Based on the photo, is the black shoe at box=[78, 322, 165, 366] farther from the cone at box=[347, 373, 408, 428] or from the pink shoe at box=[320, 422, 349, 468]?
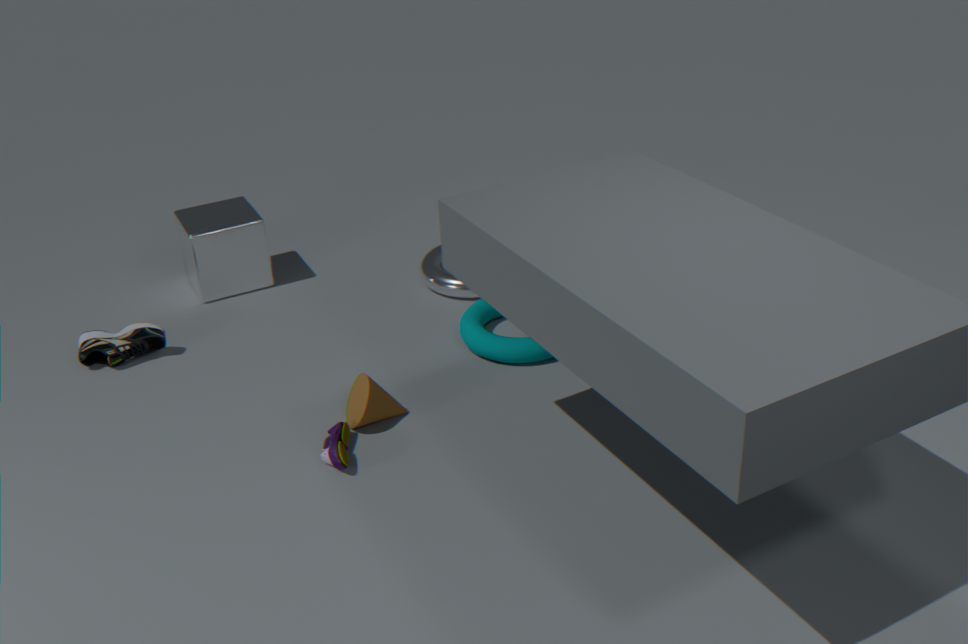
the pink shoe at box=[320, 422, 349, 468]
